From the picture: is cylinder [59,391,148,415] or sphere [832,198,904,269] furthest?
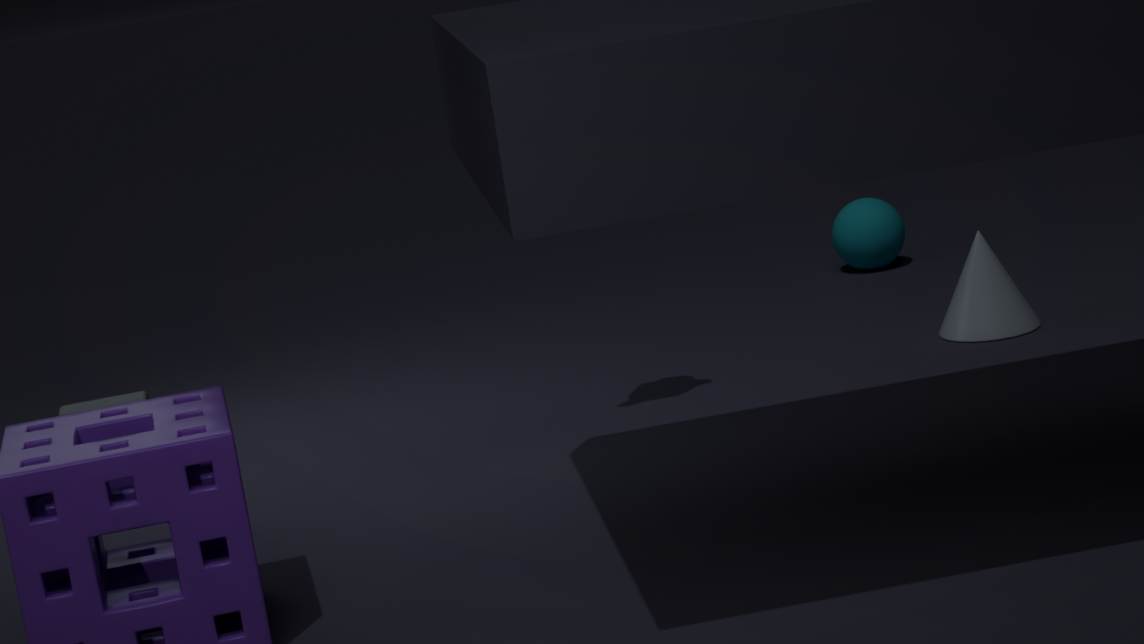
sphere [832,198,904,269]
